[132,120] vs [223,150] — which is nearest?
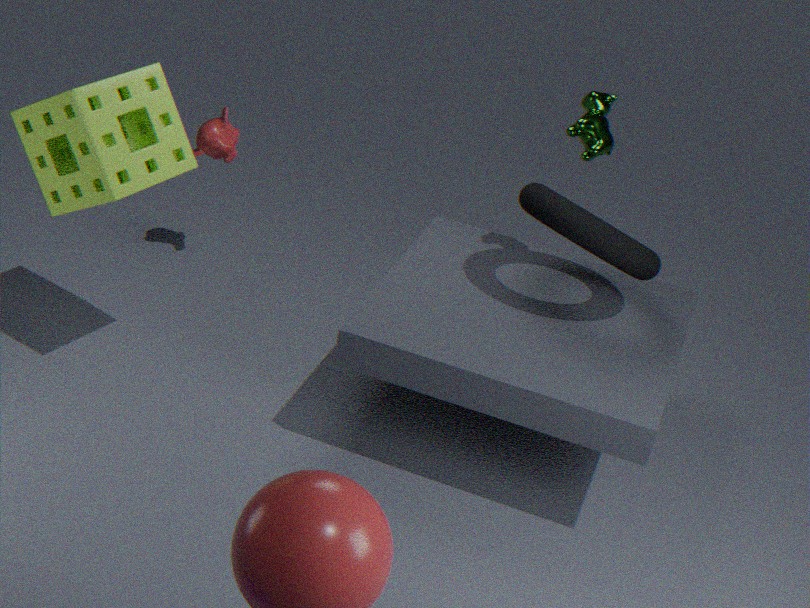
[132,120]
